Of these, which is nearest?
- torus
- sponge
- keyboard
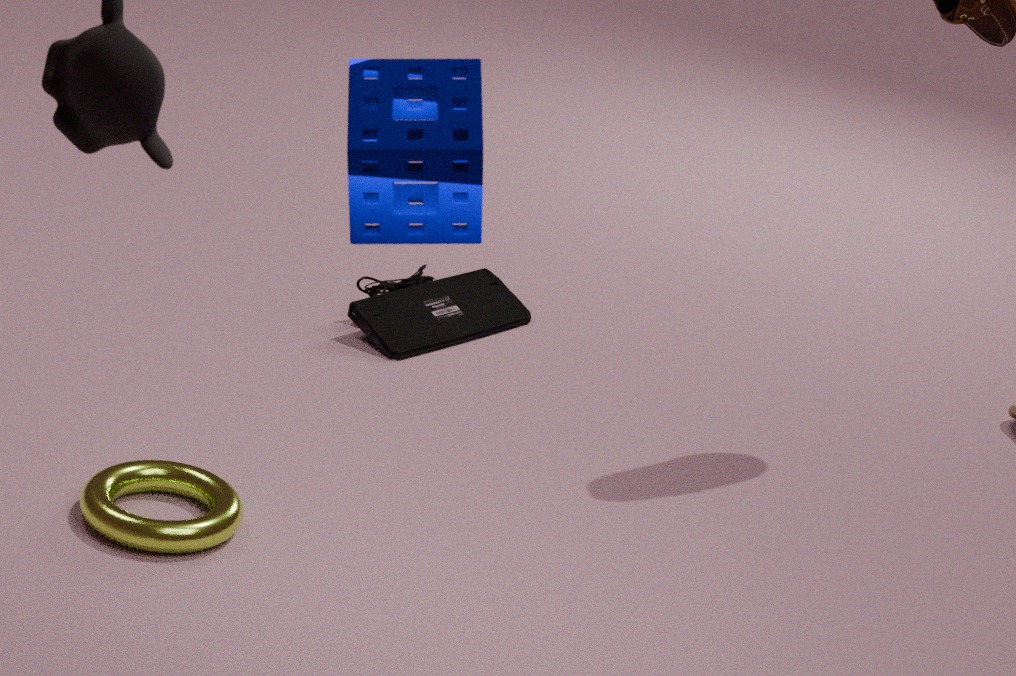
sponge
